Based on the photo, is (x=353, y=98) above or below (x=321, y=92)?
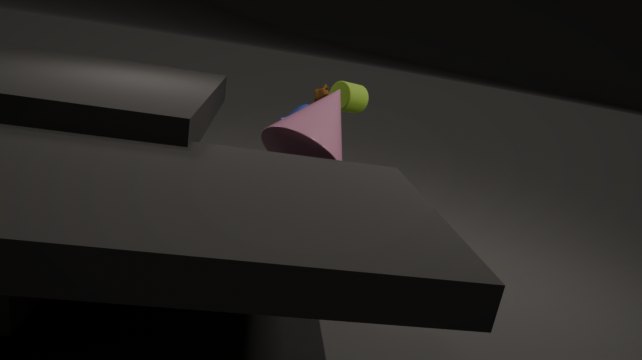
above
